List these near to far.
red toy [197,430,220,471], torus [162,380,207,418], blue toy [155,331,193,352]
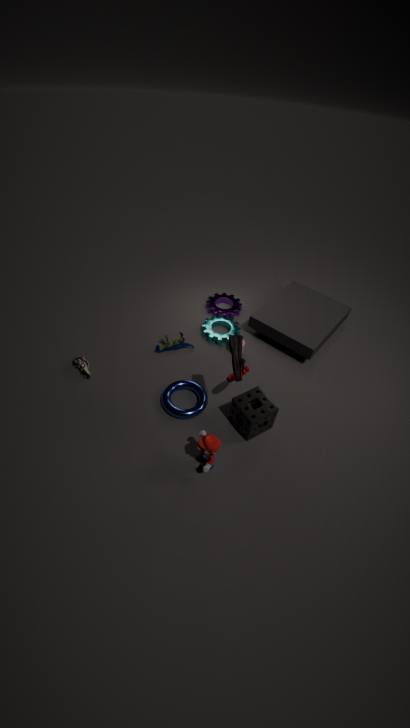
red toy [197,430,220,471], torus [162,380,207,418], blue toy [155,331,193,352]
